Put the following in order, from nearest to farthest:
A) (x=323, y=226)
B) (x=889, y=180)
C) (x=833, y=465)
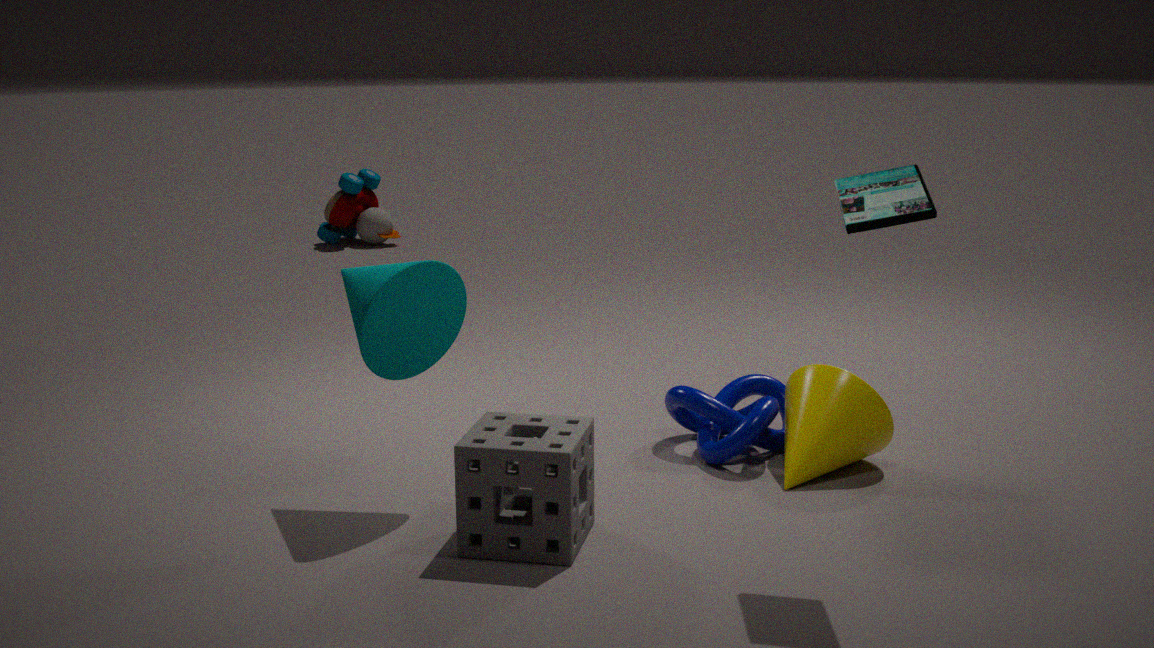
(x=889, y=180) → (x=833, y=465) → (x=323, y=226)
